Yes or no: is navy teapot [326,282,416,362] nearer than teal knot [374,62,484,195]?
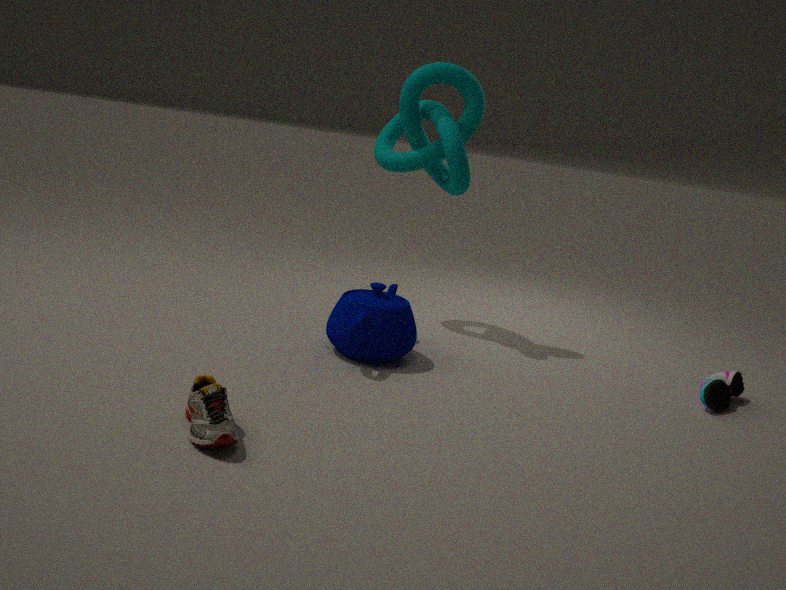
Yes
